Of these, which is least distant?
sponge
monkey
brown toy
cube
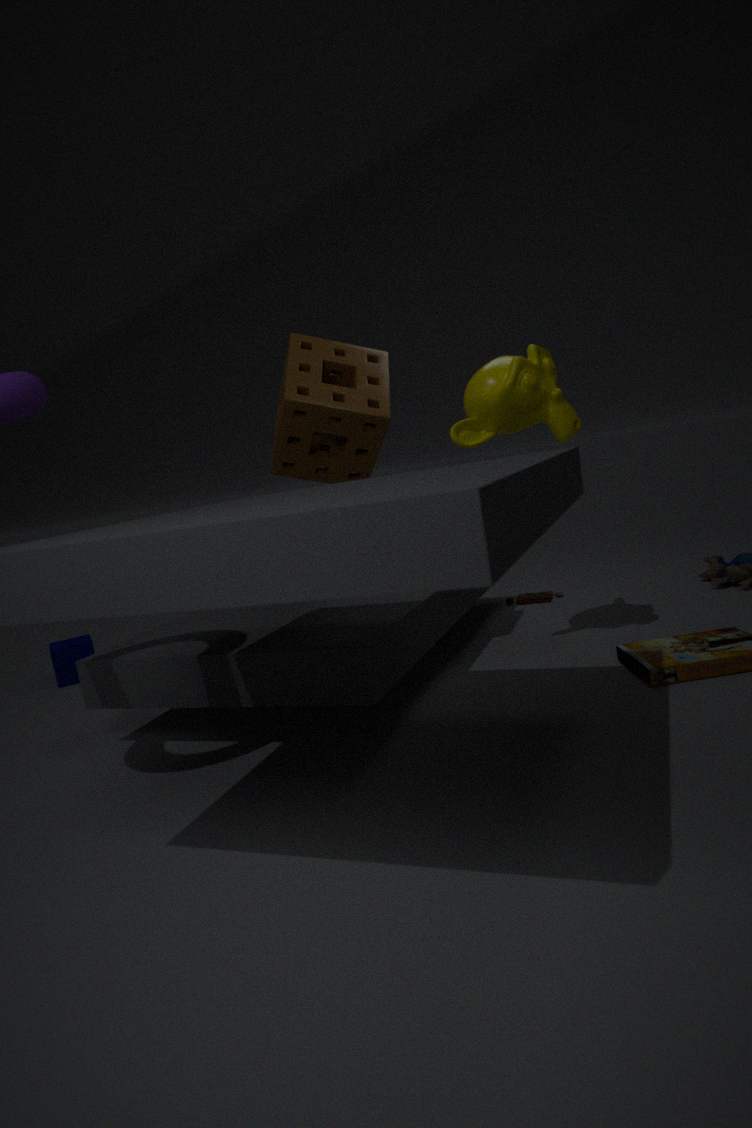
monkey
